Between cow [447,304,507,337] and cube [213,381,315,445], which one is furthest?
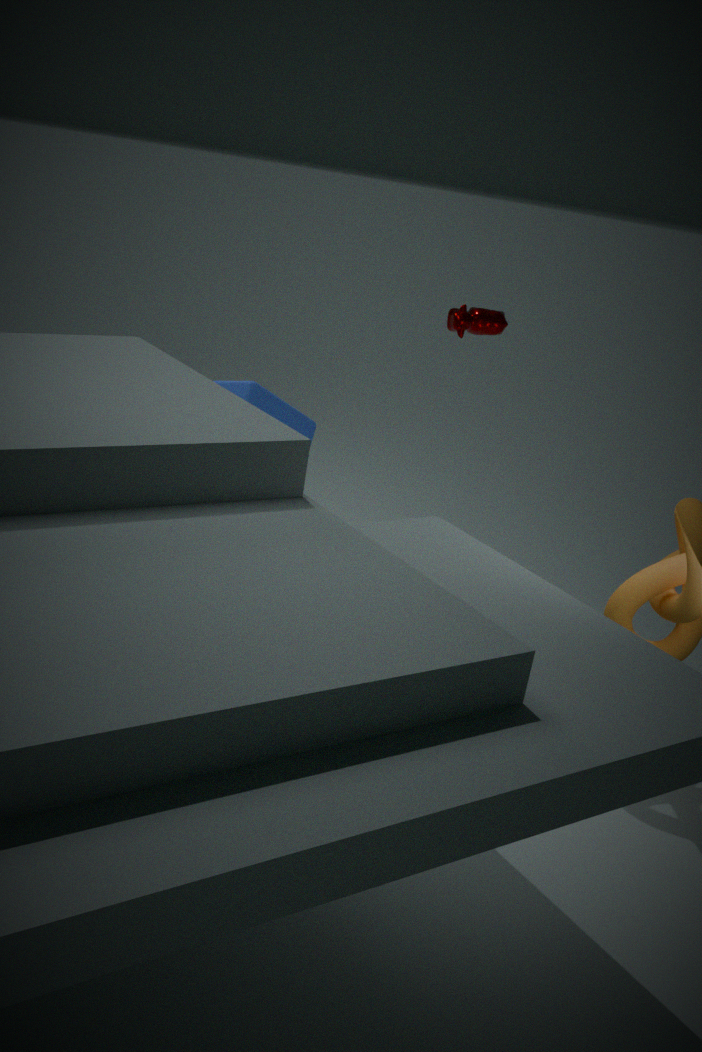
cow [447,304,507,337]
